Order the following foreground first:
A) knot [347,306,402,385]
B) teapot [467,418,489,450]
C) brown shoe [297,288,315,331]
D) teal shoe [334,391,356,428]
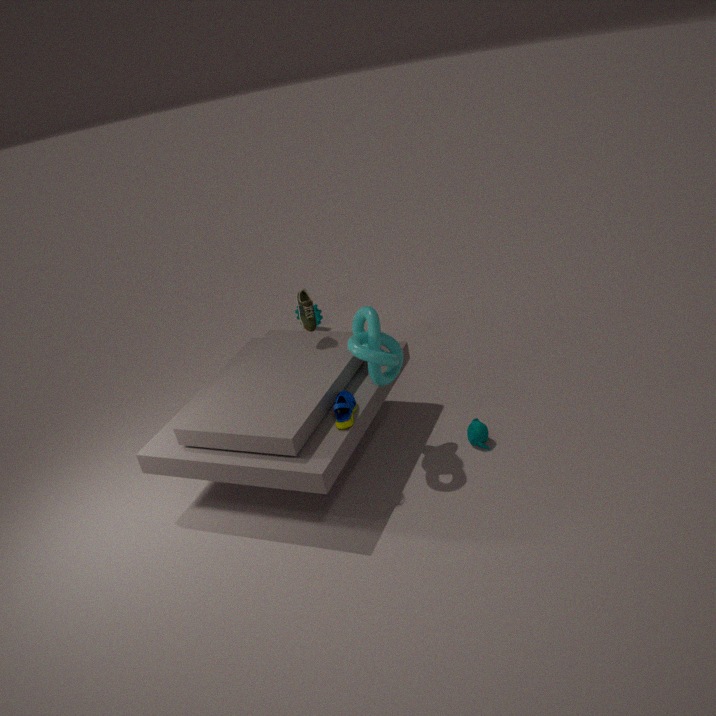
teal shoe [334,391,356,428]
knot [347,306,402,385]
teapot [467,418,489,450]
brown shoe [297,288,315,331]
